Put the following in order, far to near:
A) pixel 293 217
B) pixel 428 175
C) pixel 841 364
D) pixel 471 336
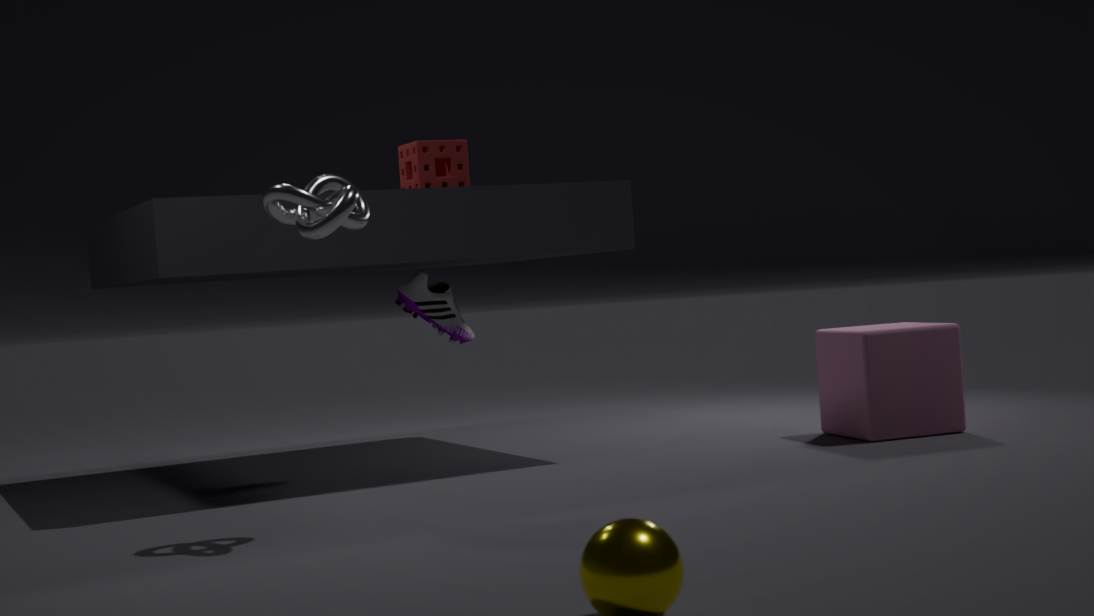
1. pixel 471 336
2. pixel 841 364
3. pixel 428 175
4. pixel 293 217
